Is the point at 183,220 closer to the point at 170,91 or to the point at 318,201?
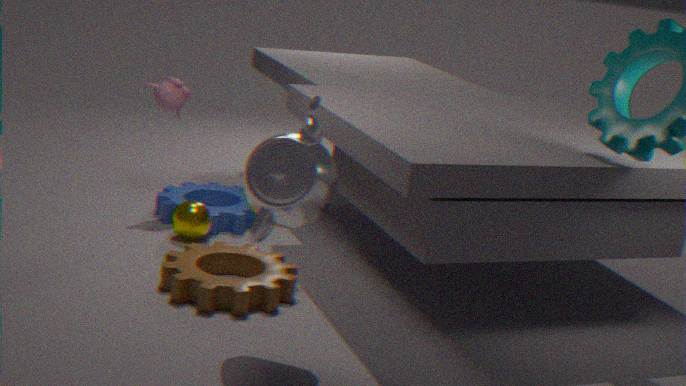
the point at 170,91
